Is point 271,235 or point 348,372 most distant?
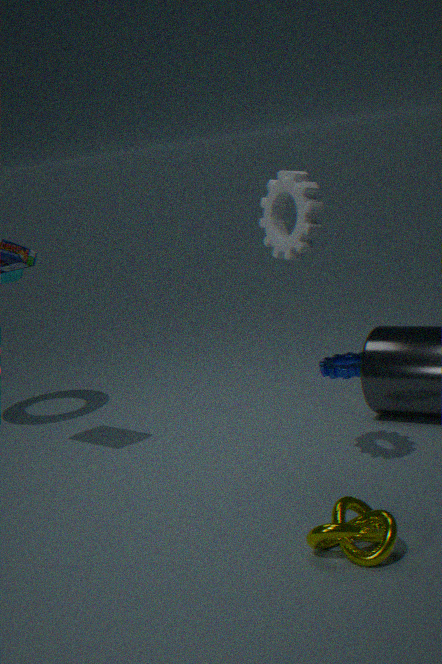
point 348,372
